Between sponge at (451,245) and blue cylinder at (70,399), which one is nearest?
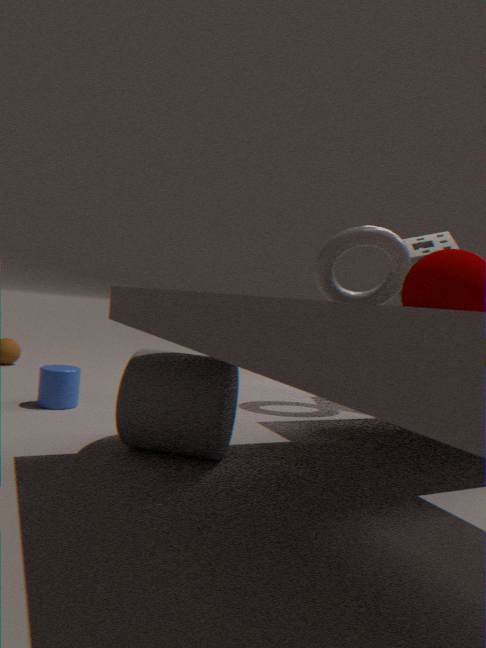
blue cylinder at (70,399)
